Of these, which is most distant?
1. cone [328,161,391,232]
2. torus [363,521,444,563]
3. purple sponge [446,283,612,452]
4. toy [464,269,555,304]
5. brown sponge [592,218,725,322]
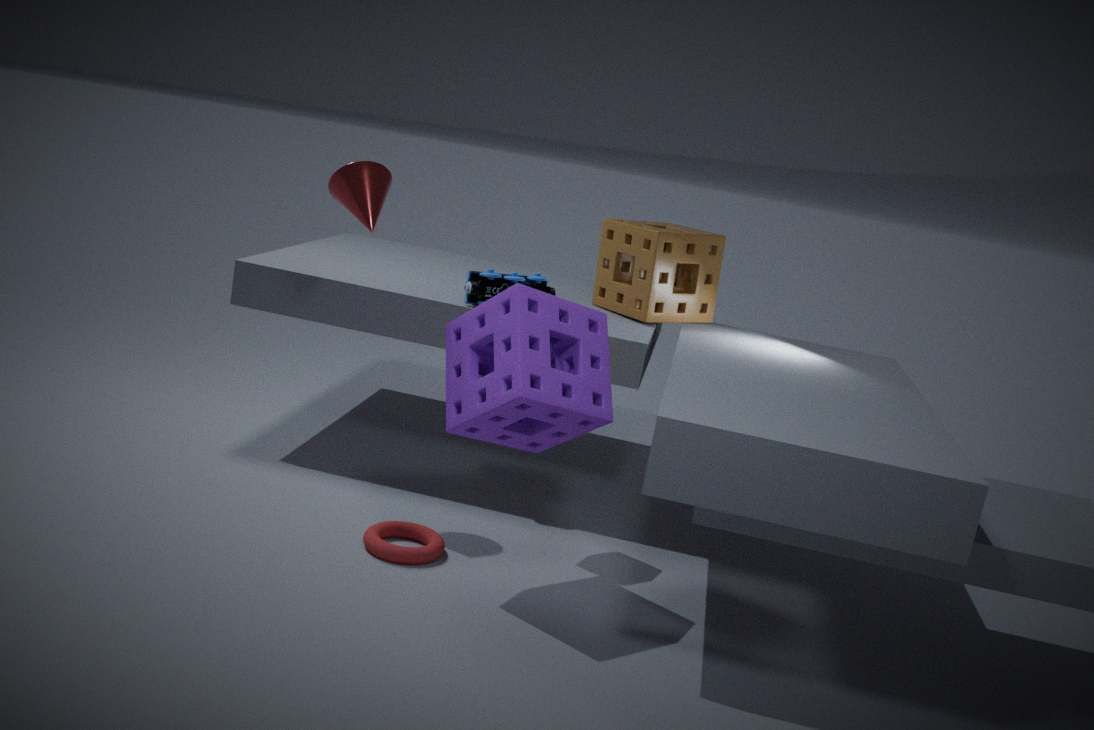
brown sponge [592,218,725,322]
